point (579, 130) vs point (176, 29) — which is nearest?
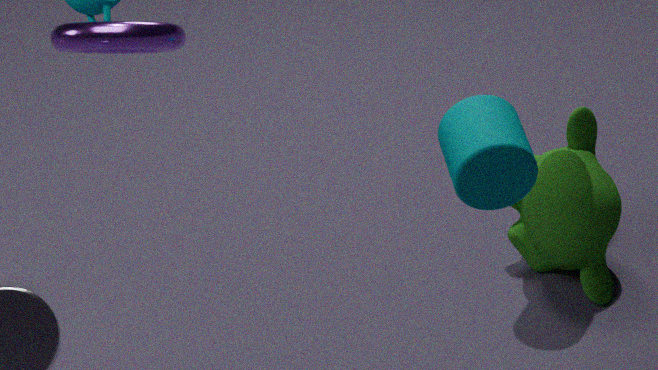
point (176, 29)
